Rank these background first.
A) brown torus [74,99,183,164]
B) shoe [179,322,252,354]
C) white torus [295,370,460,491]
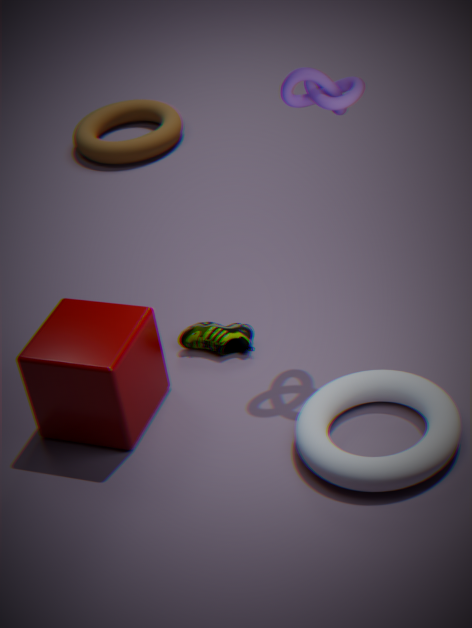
brown torus [74,99,183,164] < shoe [179,322,252,354] < white torus [295,370,460,491]
